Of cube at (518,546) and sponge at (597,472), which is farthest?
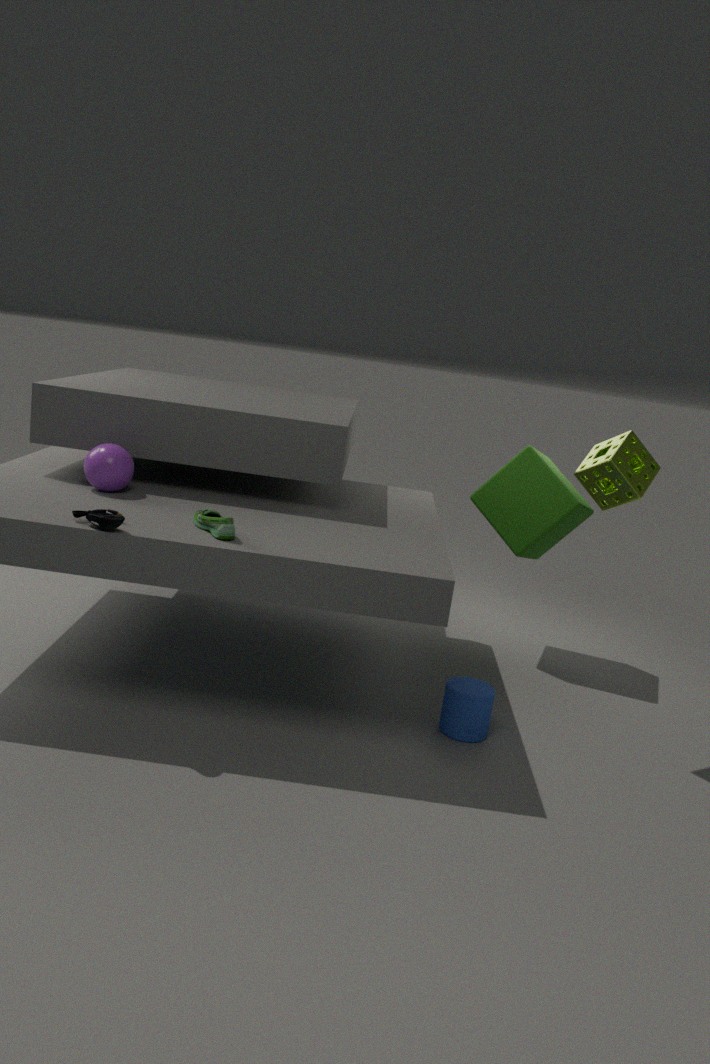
cube at (518,546)
